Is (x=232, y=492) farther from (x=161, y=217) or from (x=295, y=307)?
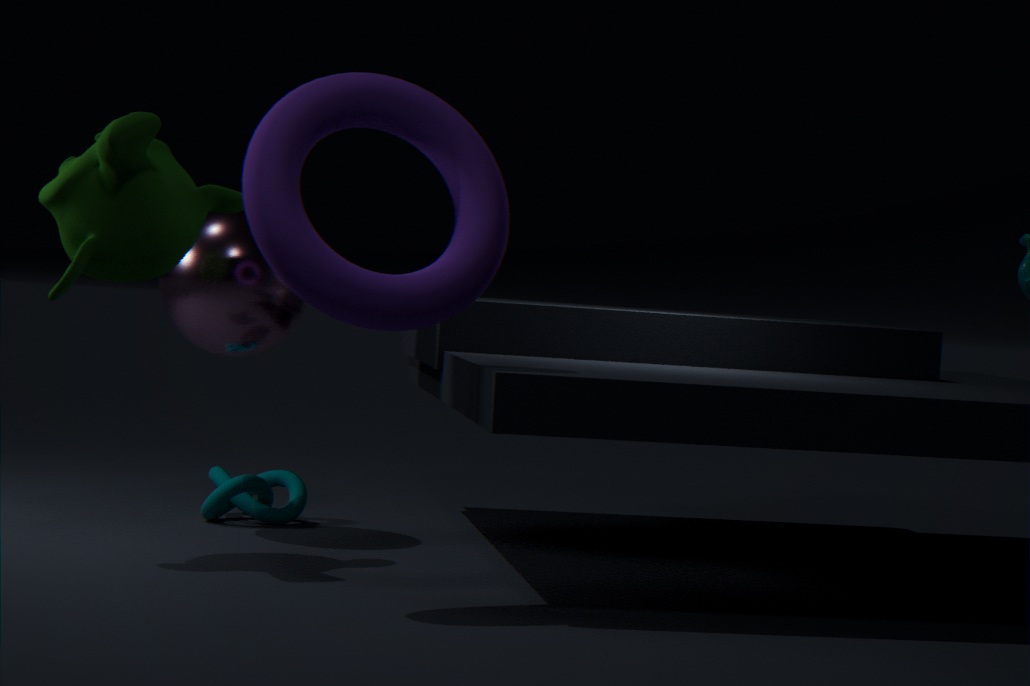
(x=161, y=217)
